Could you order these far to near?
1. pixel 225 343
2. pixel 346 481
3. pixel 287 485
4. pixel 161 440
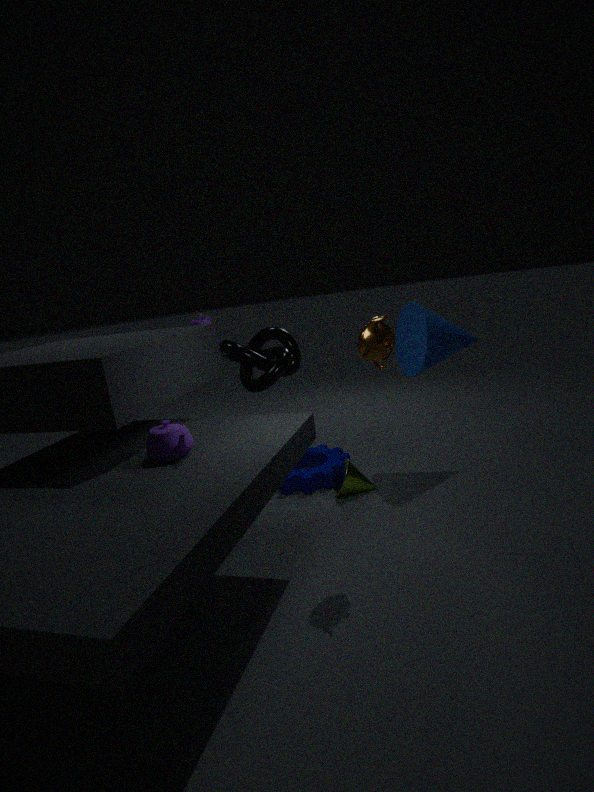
1. pixel 225 343
2. pixel 287 485
3. pixel 346 481
4. pixel 161 440
